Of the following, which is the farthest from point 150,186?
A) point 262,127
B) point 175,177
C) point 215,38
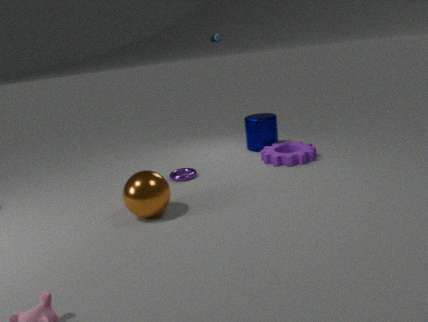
point 262,127
